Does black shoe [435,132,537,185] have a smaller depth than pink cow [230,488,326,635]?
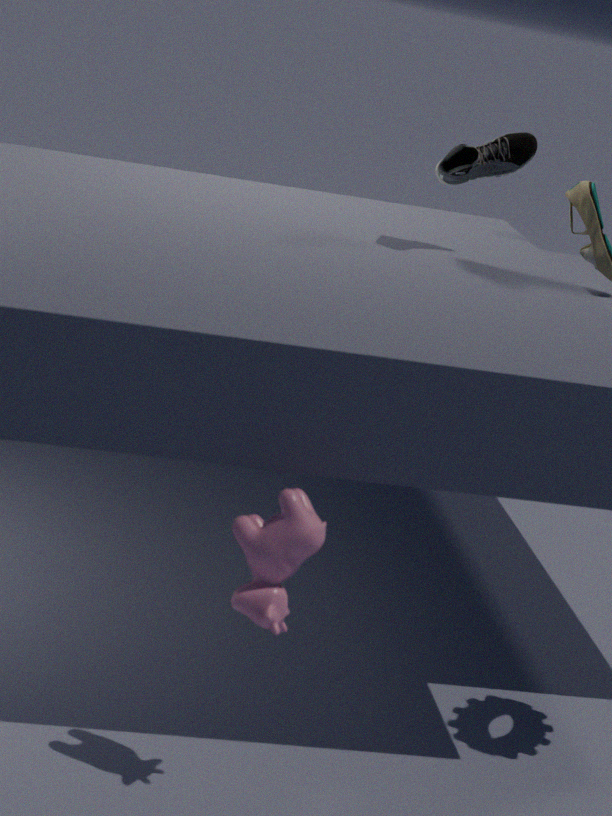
No
